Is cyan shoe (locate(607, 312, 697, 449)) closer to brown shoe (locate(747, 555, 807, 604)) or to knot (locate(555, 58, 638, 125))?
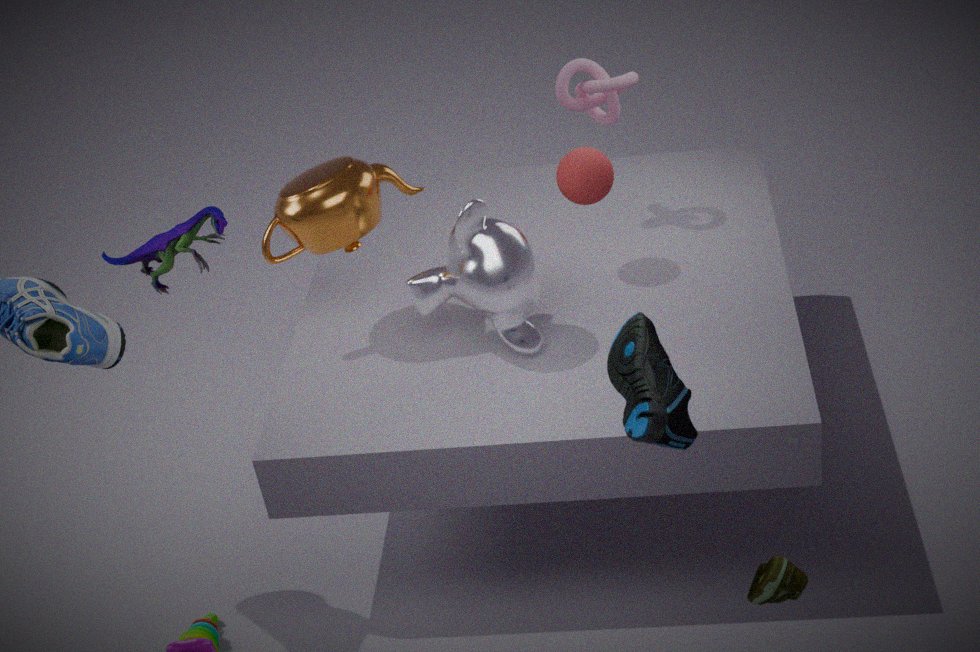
brown shoe (locate(747, 555, 807, 604))
